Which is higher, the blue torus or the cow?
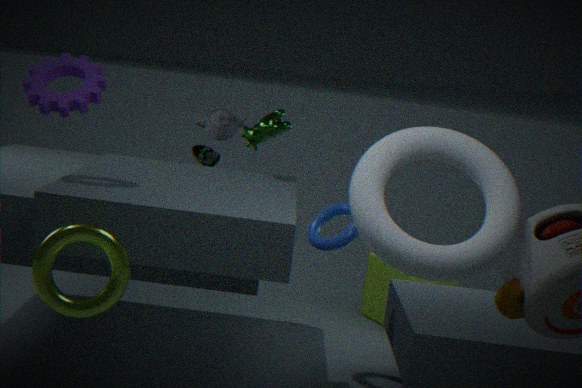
the cow
